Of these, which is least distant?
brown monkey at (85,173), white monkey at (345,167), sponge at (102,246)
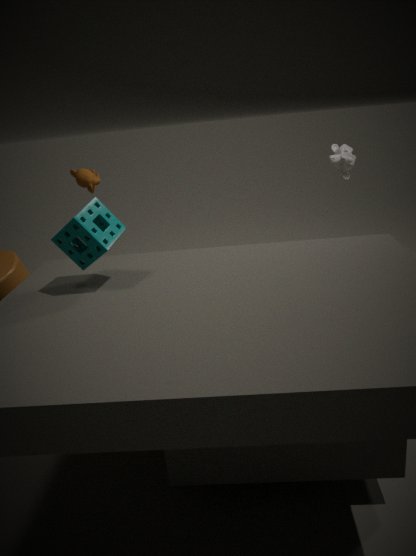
sponge at (102,246)
